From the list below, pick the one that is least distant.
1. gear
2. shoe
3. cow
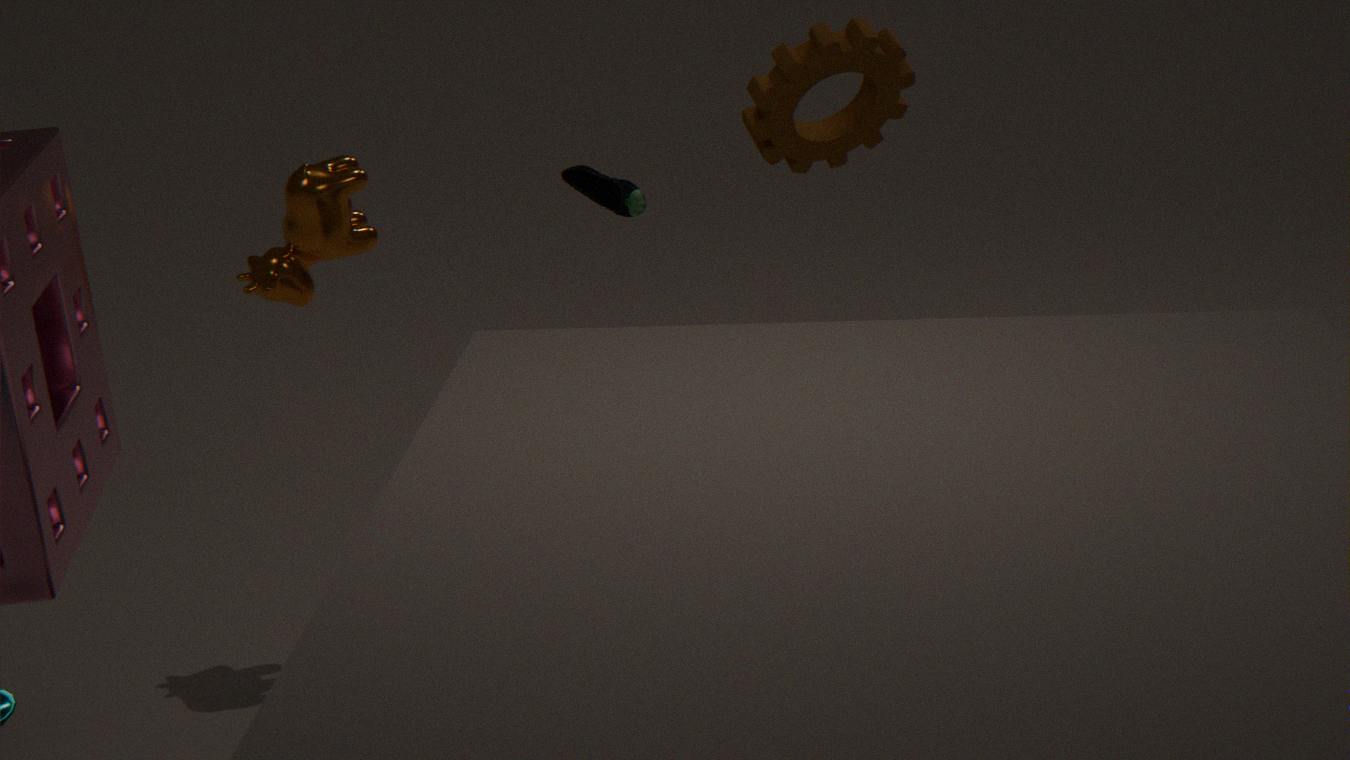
gear
